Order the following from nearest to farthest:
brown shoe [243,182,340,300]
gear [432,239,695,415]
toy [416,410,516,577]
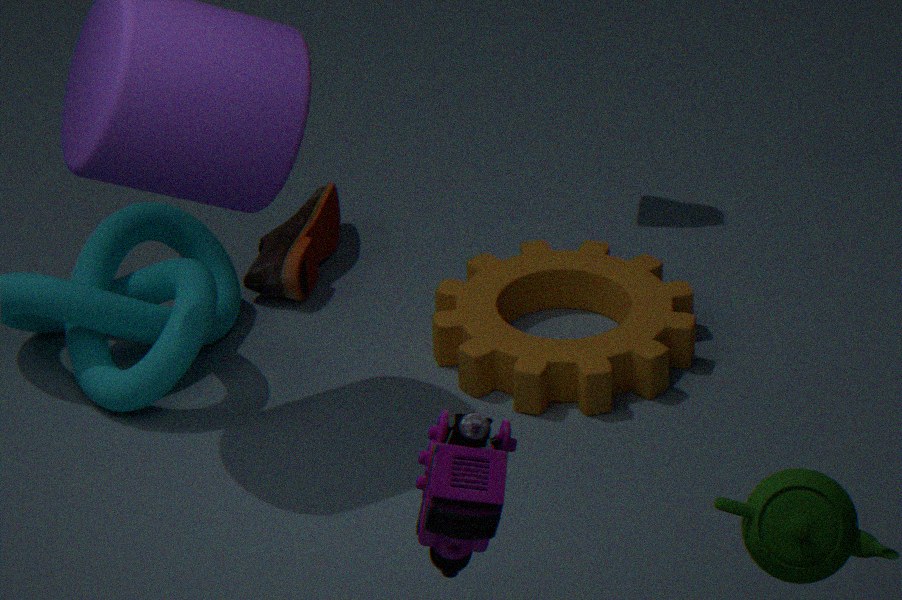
toy [416,410,516,577] < gear [432,239,695,415] < brown shoe [243,182,340,300]
